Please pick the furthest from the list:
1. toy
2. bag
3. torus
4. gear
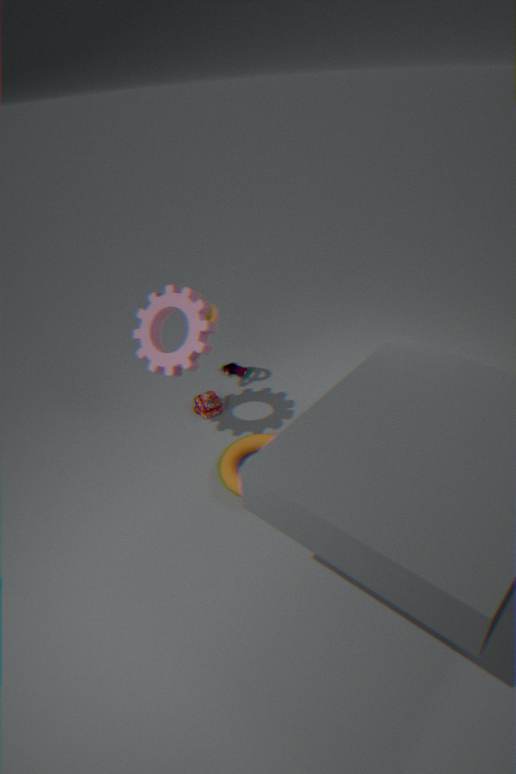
toy
